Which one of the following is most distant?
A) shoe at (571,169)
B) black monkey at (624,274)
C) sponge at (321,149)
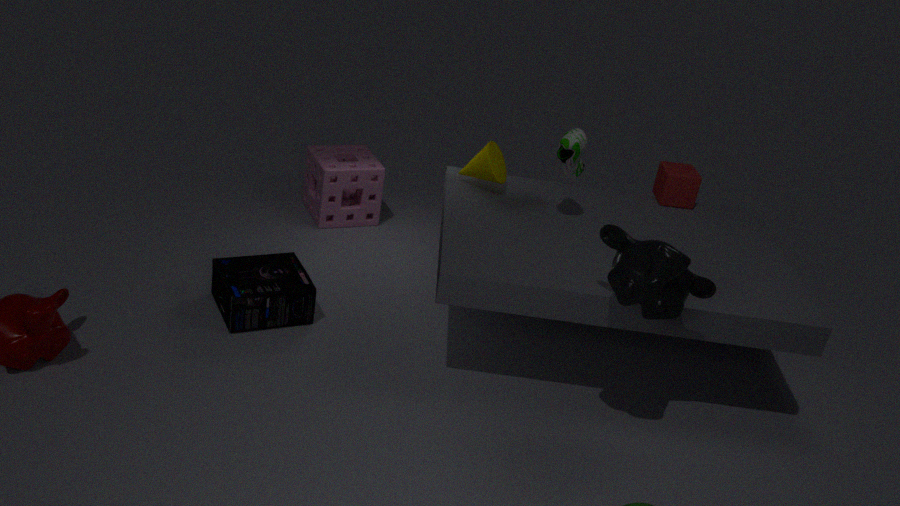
sponge at (321,149)
